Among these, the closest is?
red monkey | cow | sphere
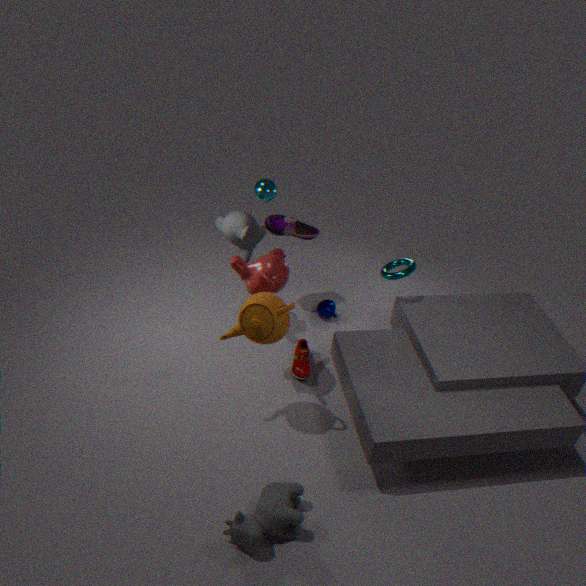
cow
